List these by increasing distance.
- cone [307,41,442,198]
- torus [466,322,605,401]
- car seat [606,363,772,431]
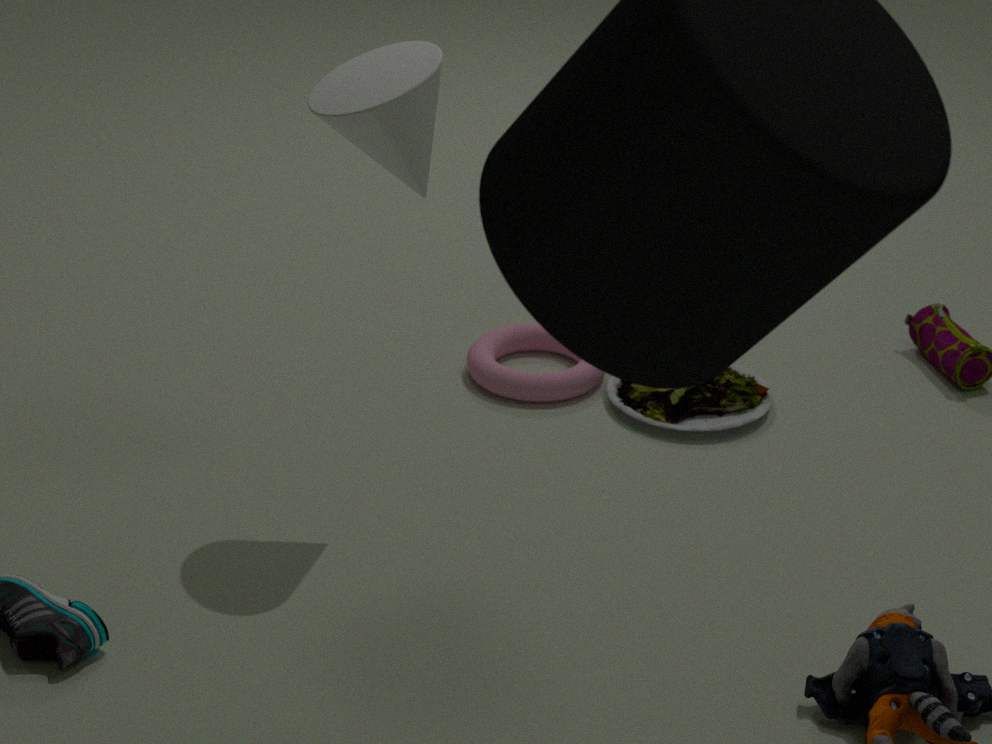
cone [307,41,442,198], car seat [606,363,772,431], torus [466,322,605,401]
